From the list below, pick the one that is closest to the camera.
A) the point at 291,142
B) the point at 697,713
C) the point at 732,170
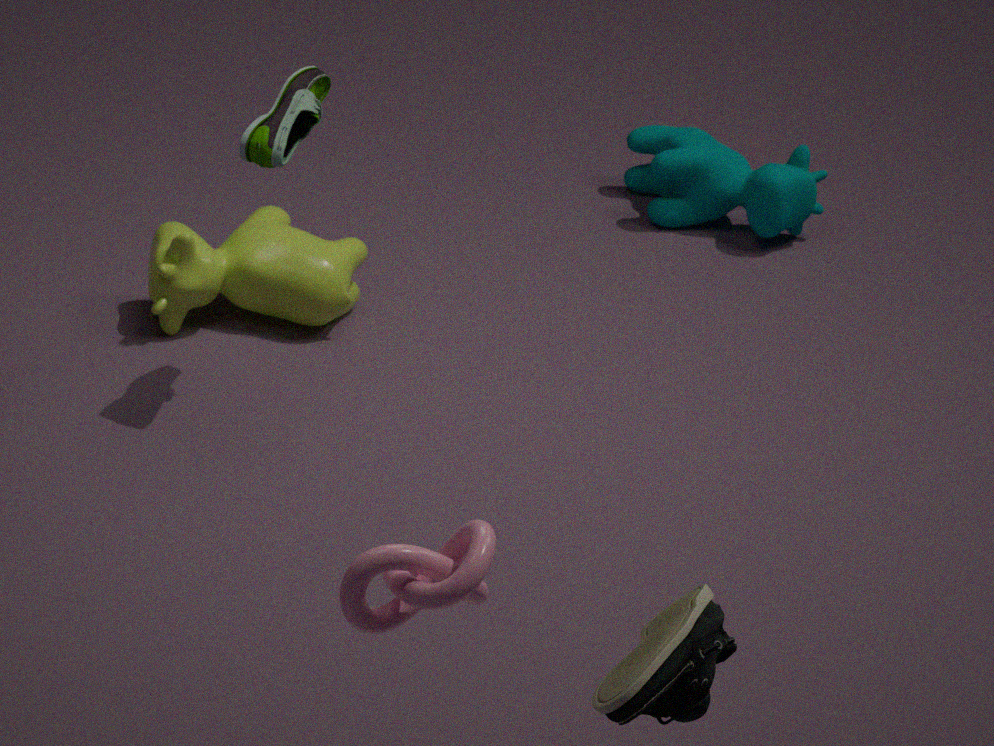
the point at 697,713
